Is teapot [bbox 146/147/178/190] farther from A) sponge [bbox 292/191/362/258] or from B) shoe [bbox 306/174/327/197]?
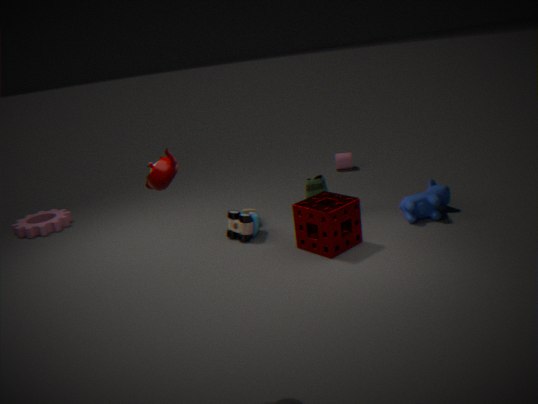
B) shoe [bbox 306/174/327/197]
